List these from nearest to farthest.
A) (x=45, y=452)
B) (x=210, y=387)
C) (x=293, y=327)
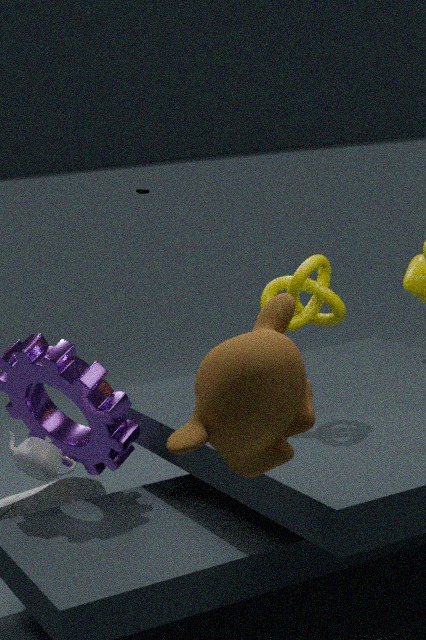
(x=210, y=387), (x=293, y=327), (x=45, y=452)
